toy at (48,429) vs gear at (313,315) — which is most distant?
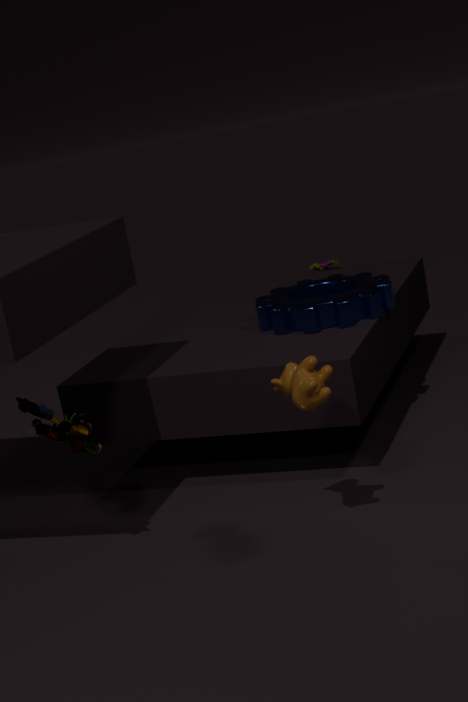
gear at (313,315)
